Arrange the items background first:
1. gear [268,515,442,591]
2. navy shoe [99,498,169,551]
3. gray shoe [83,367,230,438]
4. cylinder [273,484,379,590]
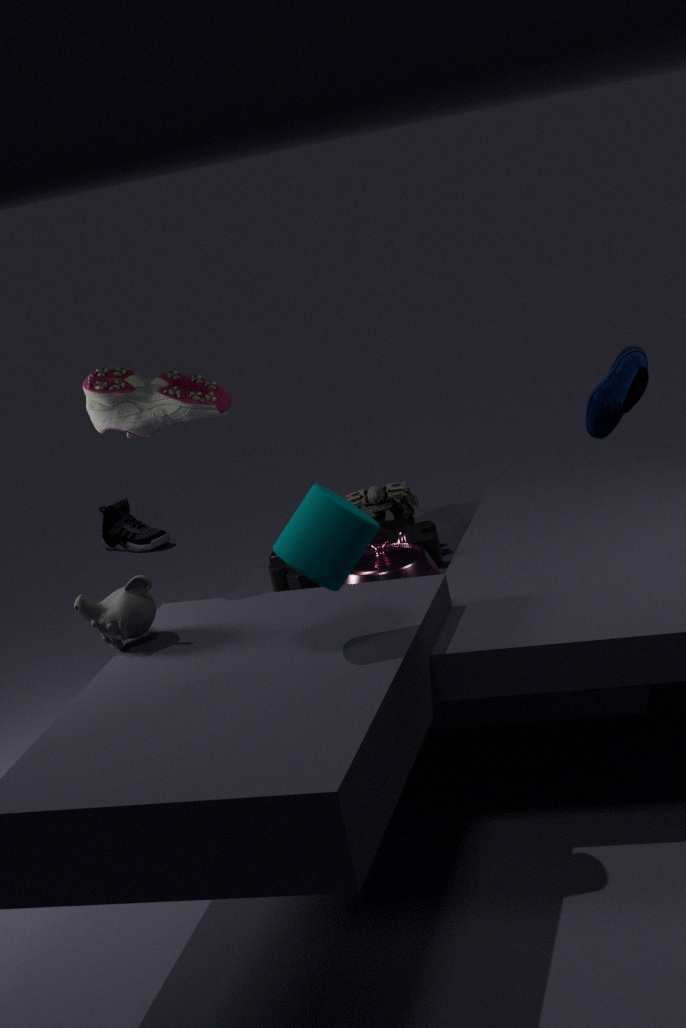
navy shoe [99,498,169,551] → gear [268,515,442,591] → gray shoe [83,367,230,438] → cylinder [273,484,379,590]
